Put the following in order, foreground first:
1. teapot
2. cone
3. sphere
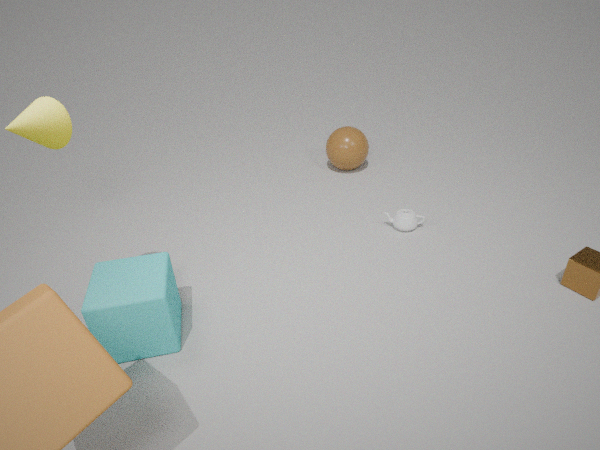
cone → teapot → sphere
